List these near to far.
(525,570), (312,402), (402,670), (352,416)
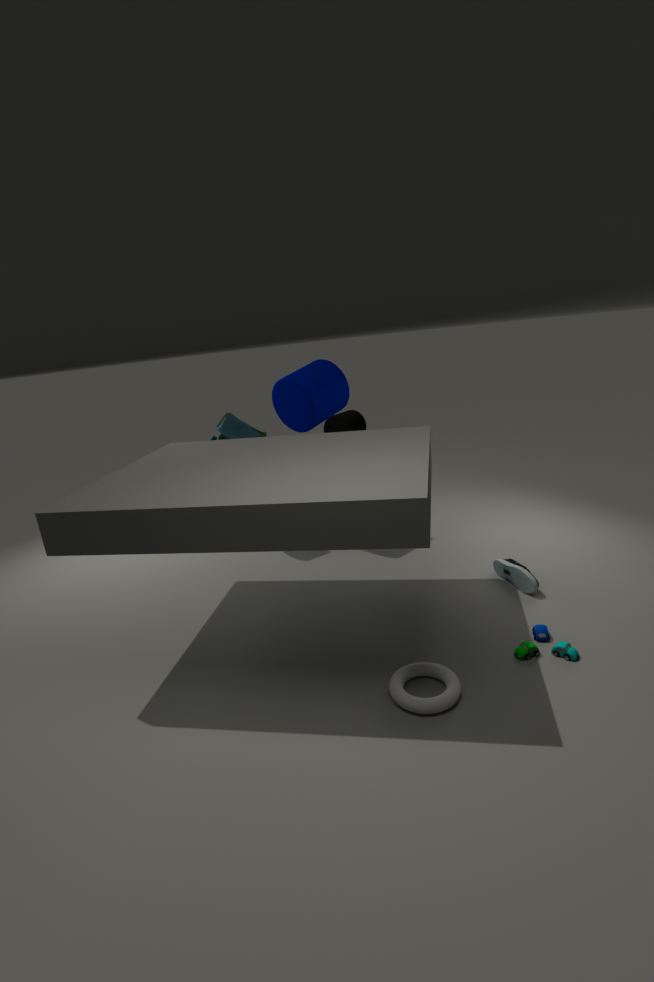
(402,670) < (525,570) < (312,402) < (352,416)
